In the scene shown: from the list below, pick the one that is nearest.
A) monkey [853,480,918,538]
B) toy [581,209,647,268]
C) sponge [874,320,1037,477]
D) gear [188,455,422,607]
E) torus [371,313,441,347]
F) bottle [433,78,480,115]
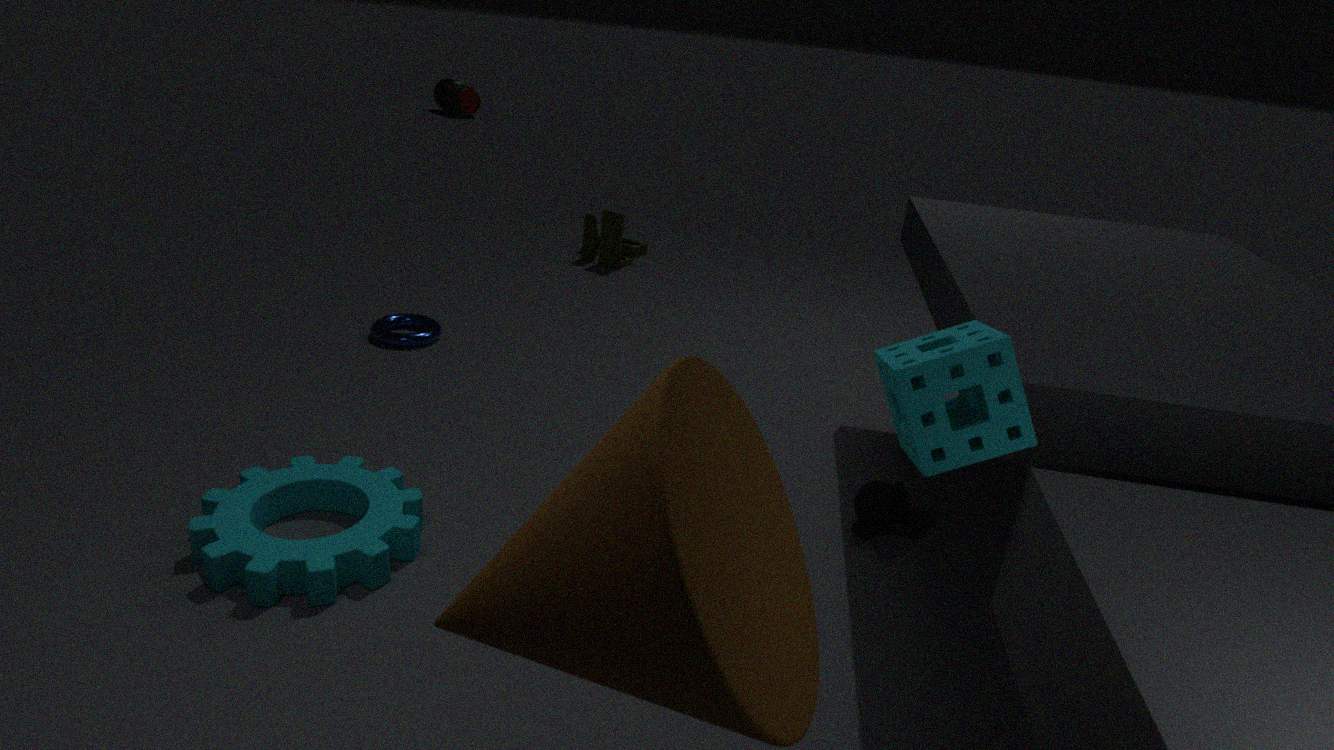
sponge [874,320,1037,477]
